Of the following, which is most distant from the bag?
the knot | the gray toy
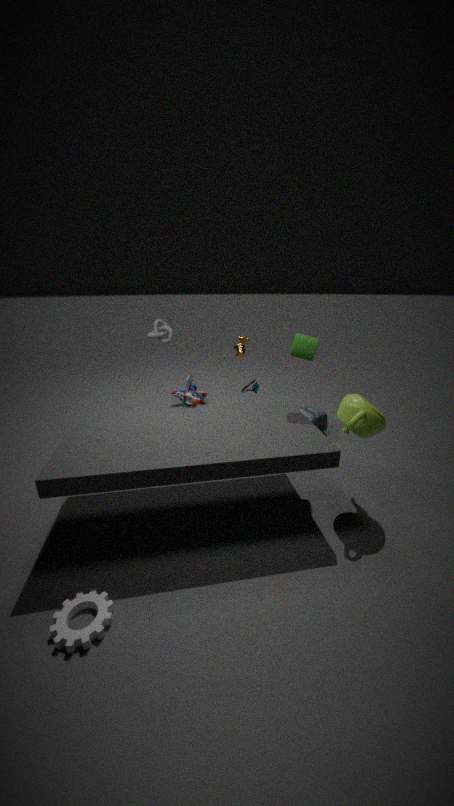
the knot
